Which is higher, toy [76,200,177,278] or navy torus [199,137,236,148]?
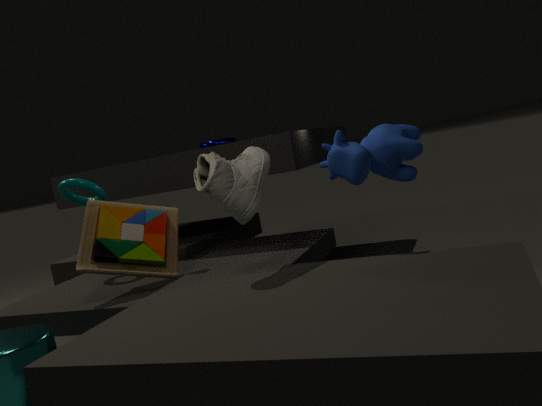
navy torus [199,137,236,148]
